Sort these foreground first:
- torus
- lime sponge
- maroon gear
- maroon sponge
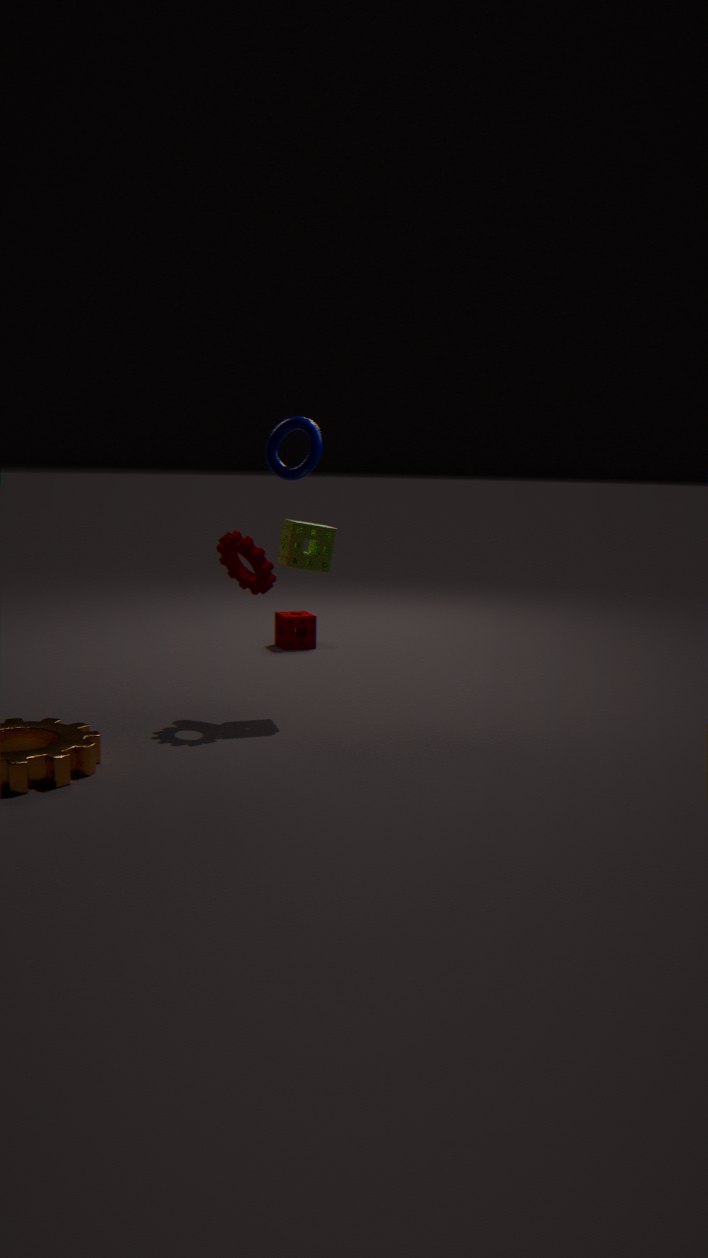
1. maroon gear
2. lime sponge
3. torus
4. maroon sponge
